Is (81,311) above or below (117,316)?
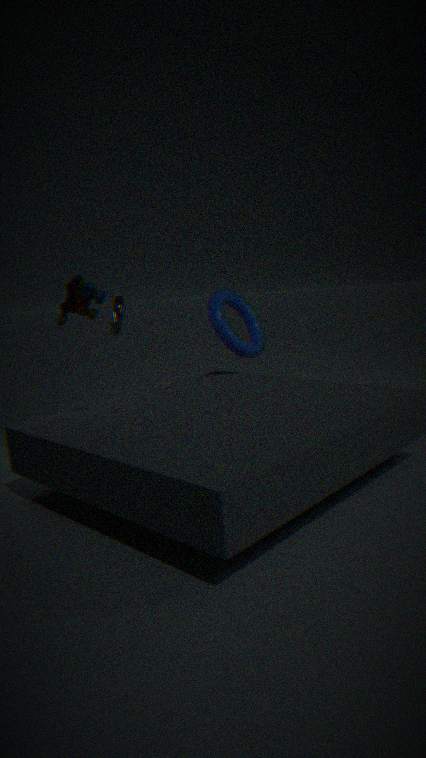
above
